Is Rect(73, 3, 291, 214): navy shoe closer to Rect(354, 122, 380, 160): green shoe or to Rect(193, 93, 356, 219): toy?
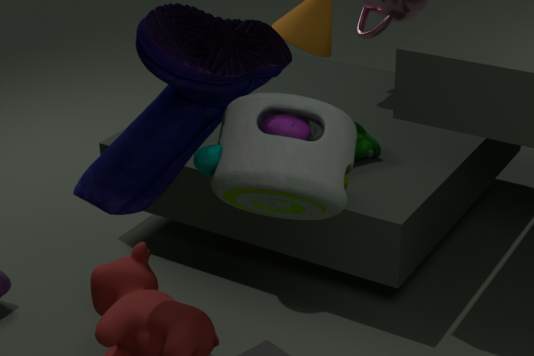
Rect(193, 93, 356, 219): toy
